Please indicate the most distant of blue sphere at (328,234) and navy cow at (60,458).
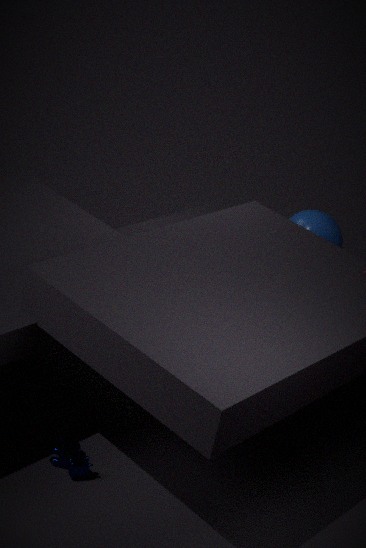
blue sphere at (328,234)
